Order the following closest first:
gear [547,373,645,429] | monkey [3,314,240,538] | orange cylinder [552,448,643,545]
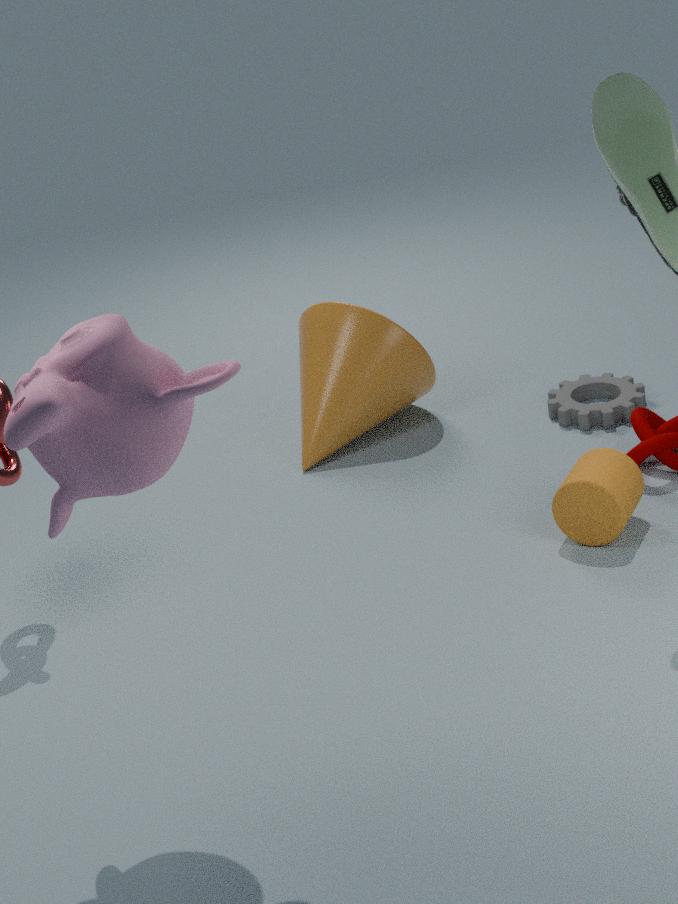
monkey [3,314,240,538]
orange cylinder [552,448,643,545]
gear [547,373,645,429]
